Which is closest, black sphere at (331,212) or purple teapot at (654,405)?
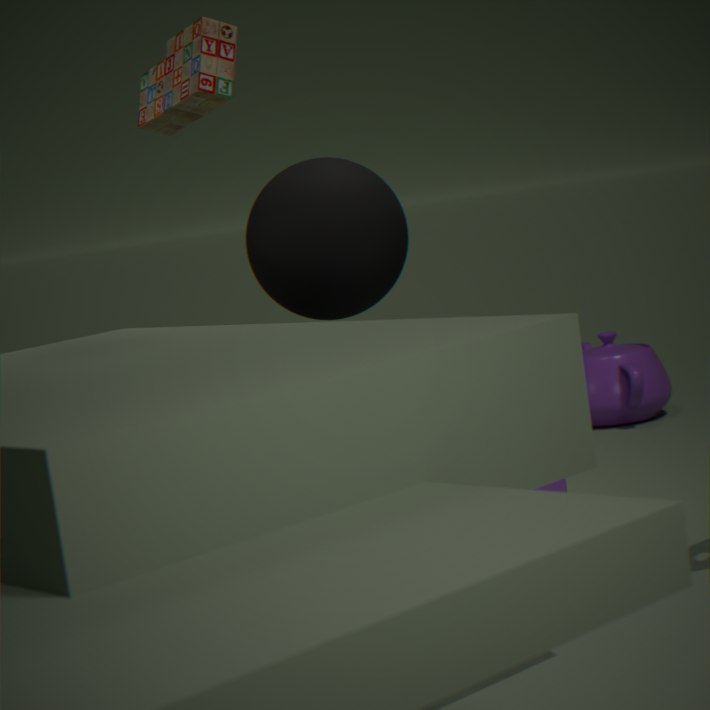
black sphere at (331,212)
